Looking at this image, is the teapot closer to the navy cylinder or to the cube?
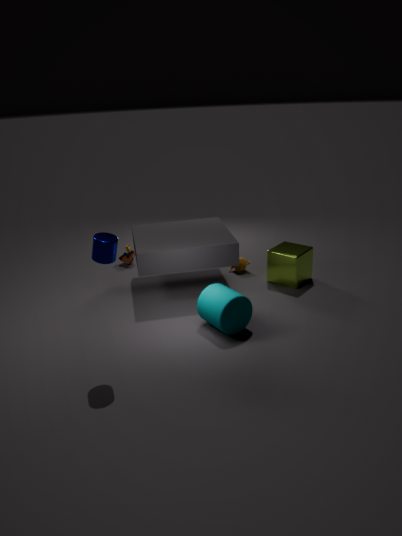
the cube
